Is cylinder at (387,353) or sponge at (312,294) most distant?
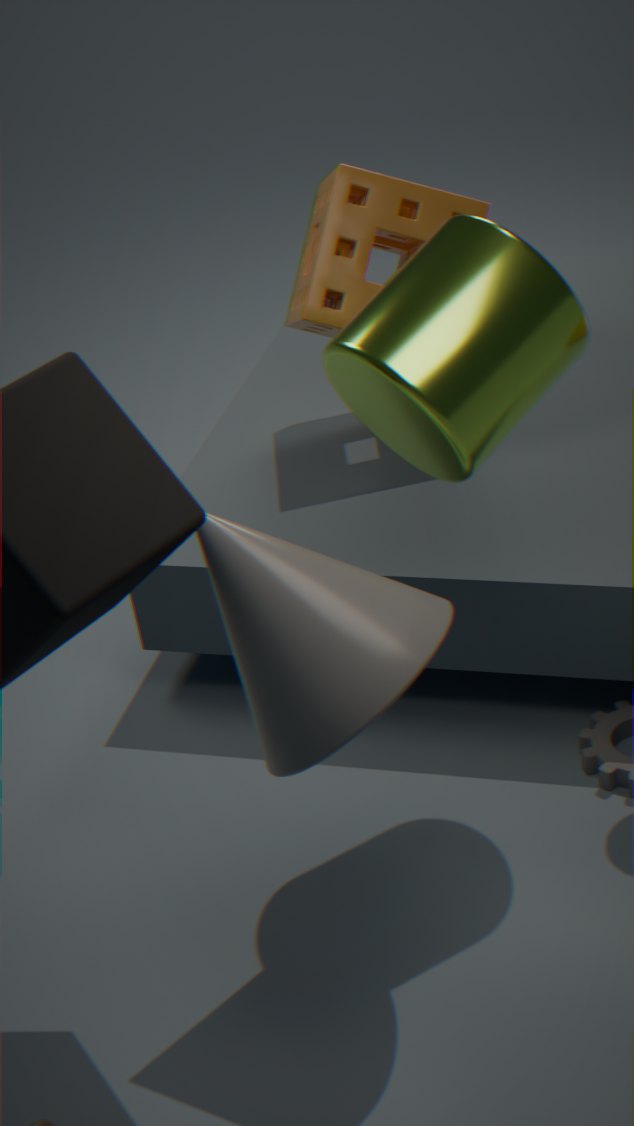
sponge at (312,294)
